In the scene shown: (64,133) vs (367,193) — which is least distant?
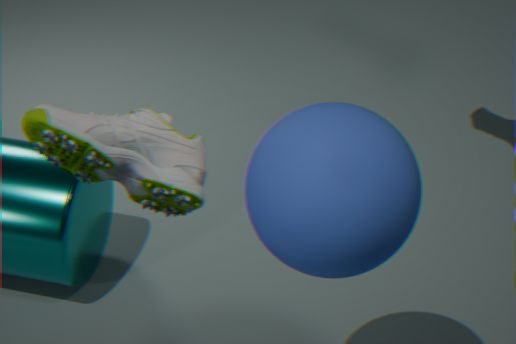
(64,133)
